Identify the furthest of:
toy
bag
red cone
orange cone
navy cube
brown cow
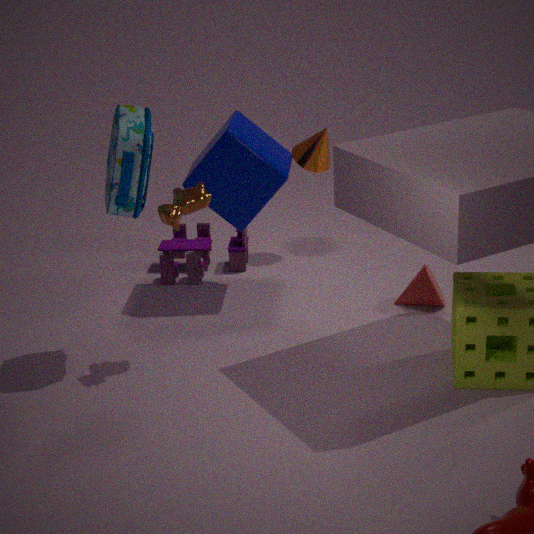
orange cone
